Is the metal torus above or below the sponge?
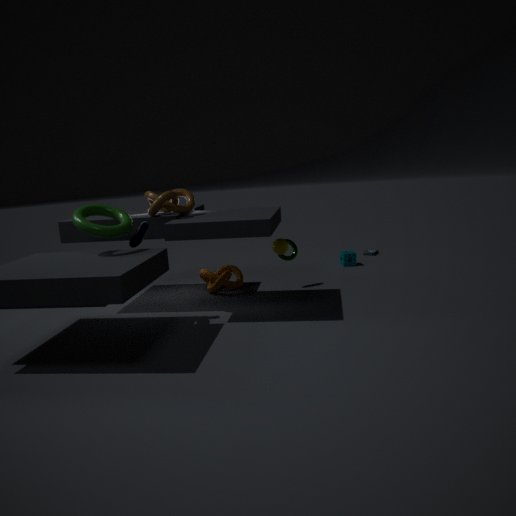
above
